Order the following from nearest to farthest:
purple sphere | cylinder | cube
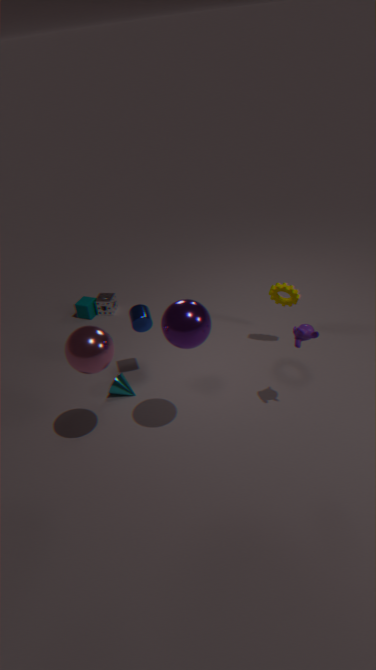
1. purple sphere
2. cylinder
3. cube
